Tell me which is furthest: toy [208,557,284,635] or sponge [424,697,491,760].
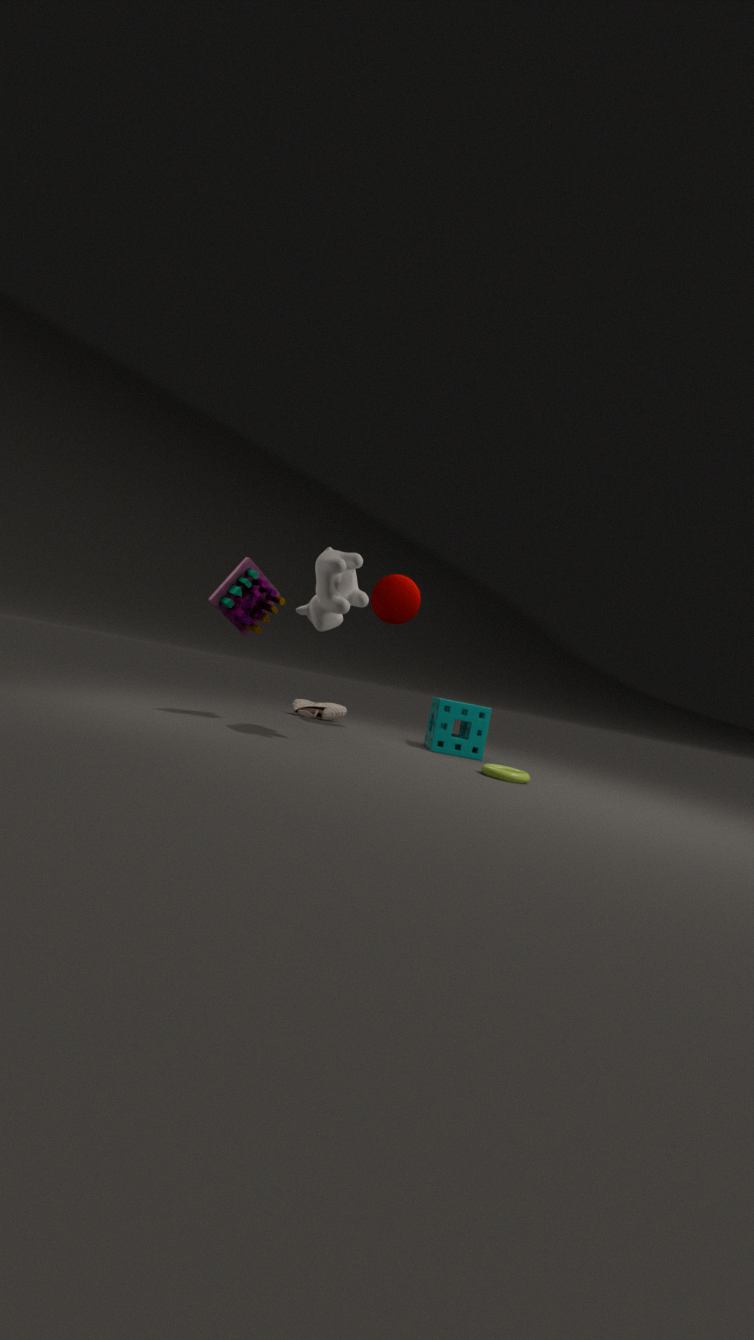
sponge [424,697,491,760]
